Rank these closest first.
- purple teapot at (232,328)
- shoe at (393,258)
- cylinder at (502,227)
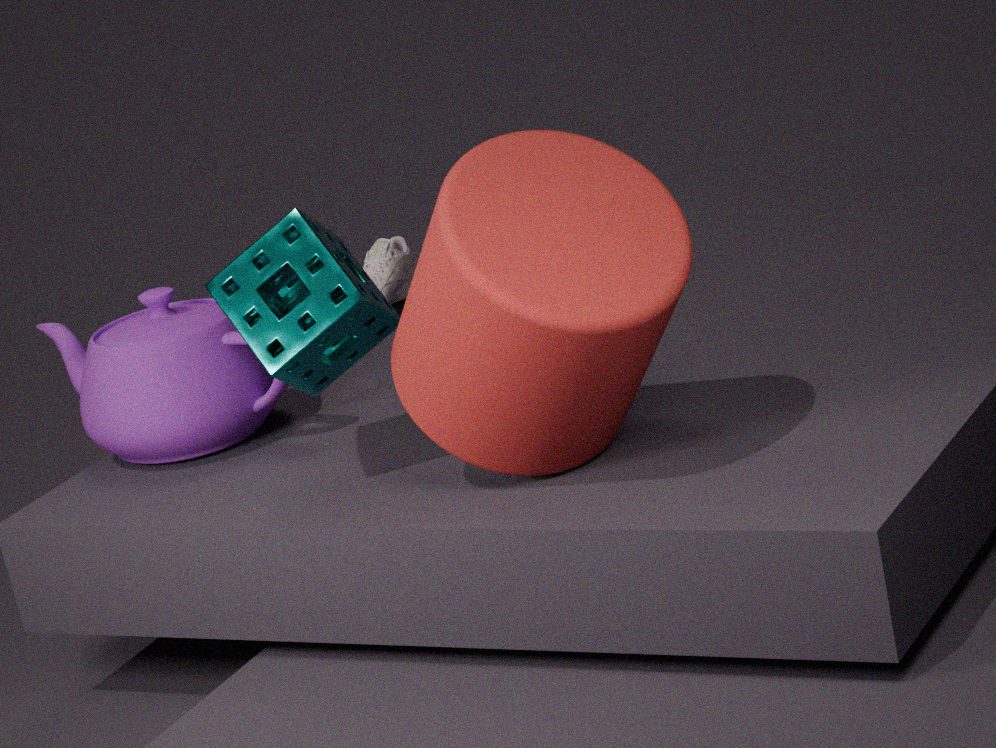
cylinder at (502,227) < purple teapot at (232,328) < shoe at (393,258)
